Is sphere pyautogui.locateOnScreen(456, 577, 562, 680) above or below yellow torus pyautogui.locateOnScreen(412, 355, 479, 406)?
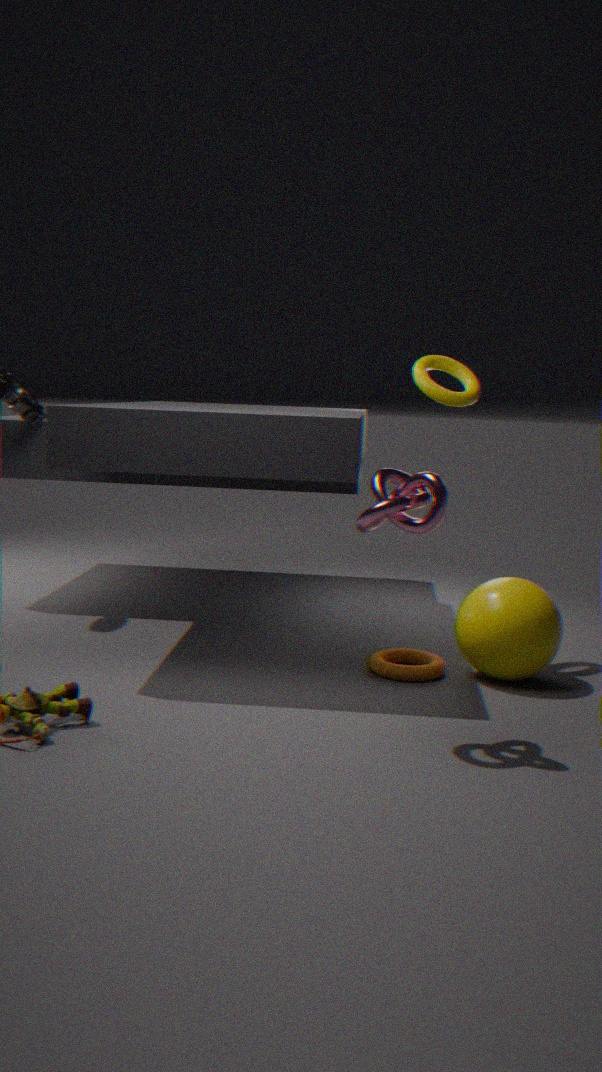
below
